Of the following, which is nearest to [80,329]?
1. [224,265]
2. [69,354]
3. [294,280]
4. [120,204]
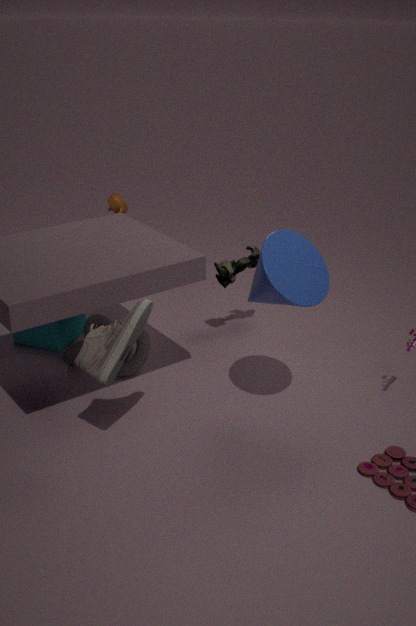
[69,354]
